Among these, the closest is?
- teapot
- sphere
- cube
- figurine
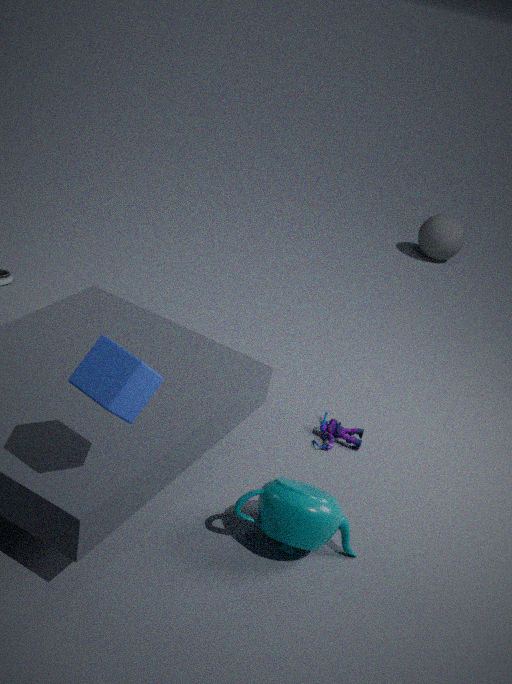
cube
